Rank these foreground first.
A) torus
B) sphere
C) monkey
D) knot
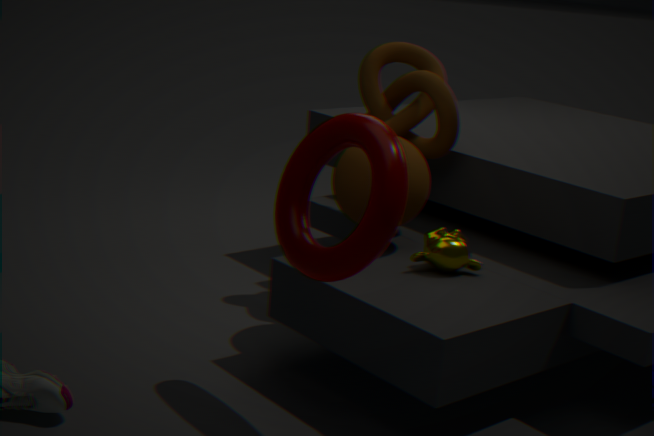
torus < monkey < sphere < knot
